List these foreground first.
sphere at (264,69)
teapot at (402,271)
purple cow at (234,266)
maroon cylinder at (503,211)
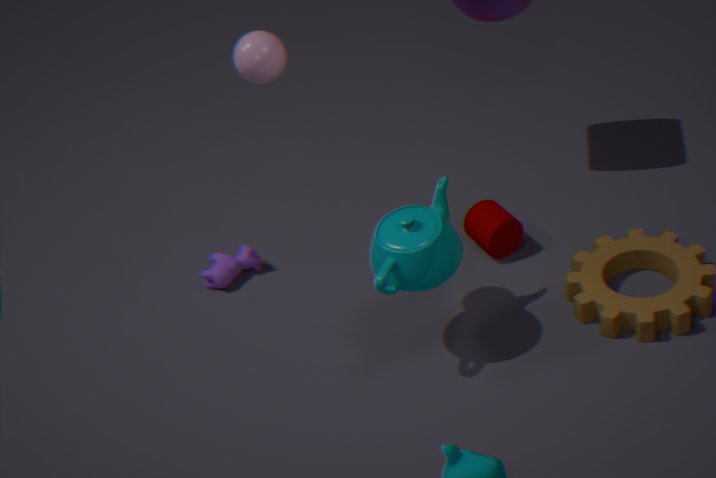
sphere at (264,69)
teapot at (402,271)
maroon cylinder at (503,211)
purple cow at (234,266)
